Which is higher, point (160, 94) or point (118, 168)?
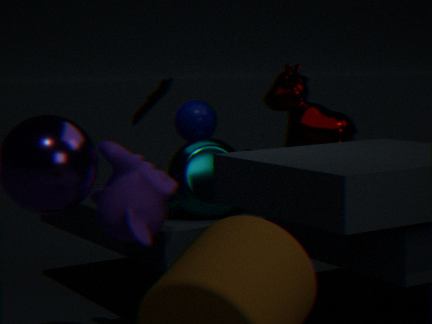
point (160, 94)
